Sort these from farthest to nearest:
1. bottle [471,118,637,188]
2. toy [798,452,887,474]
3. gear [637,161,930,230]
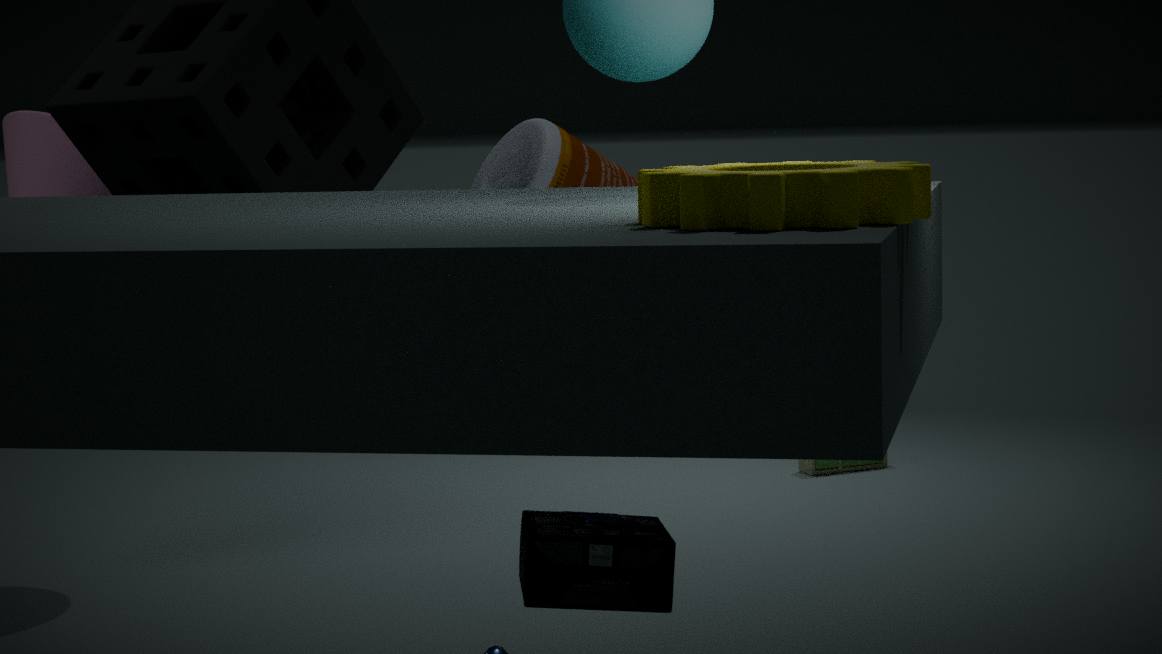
toy [798,452,887,474] → bottle [471,118,637,188] → gear [637,161,930,230]
